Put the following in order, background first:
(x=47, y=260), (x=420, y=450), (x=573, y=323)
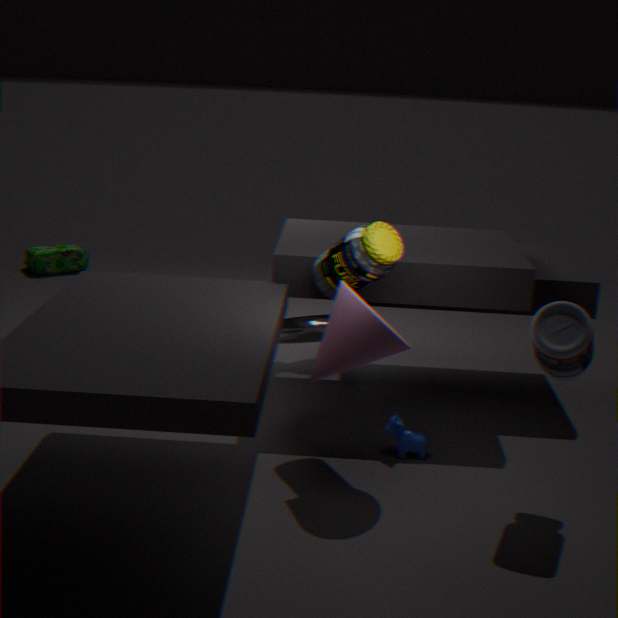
(x=47, y=260)
(x=420, y=450)
(x=573, y=323)
